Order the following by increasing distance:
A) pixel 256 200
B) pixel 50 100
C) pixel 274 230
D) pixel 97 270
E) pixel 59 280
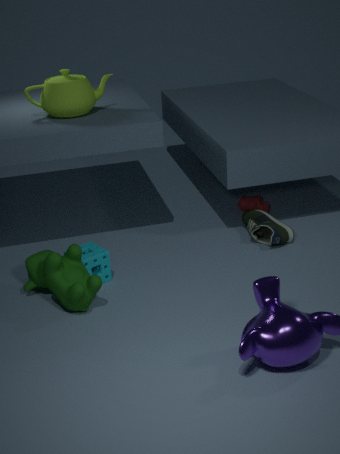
pixel 59 280
pixel 97 270
pixel 50 100
pixel 274 230
pixel 256 200
